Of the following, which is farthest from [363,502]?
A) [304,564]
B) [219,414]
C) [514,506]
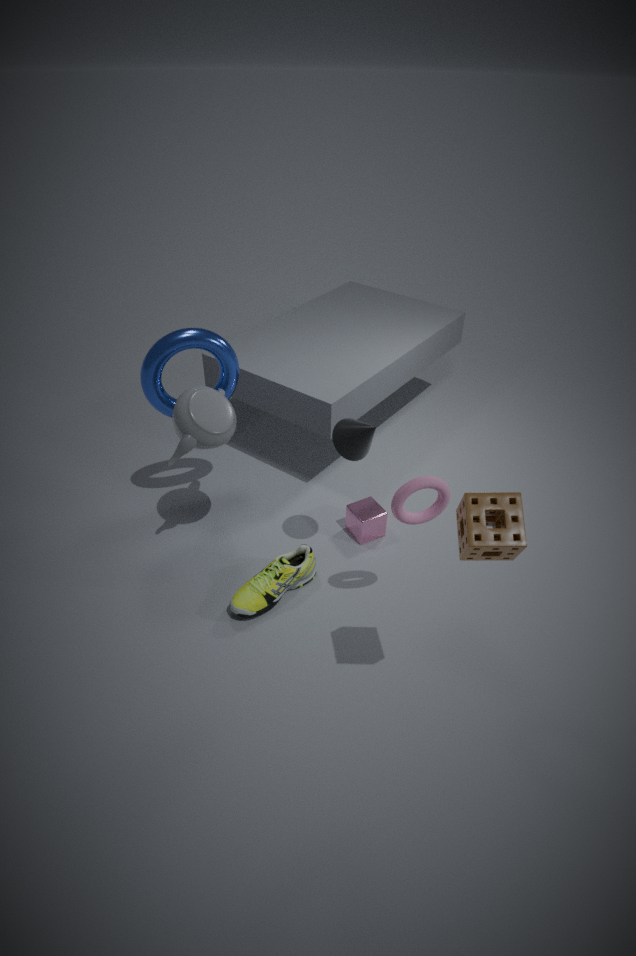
[514,506]
